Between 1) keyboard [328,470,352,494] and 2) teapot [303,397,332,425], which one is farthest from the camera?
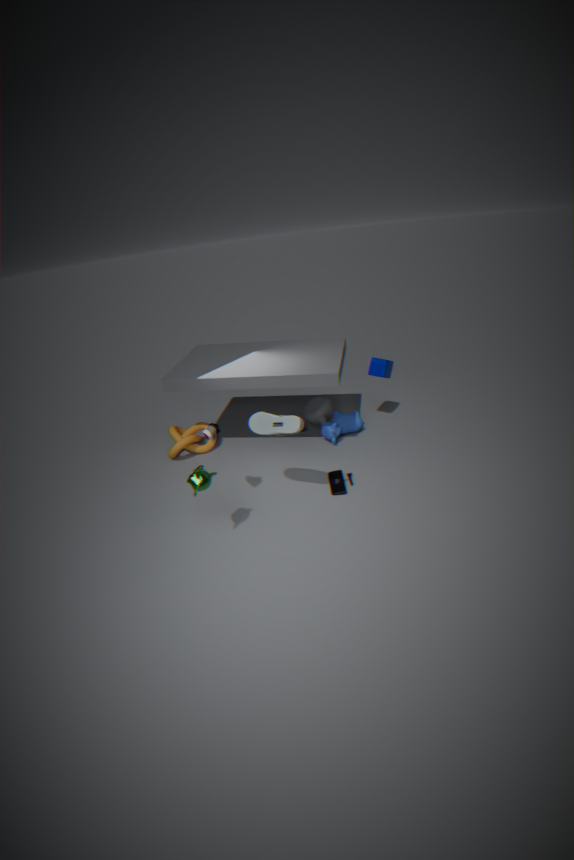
2. teapot [303,397,332,425]
